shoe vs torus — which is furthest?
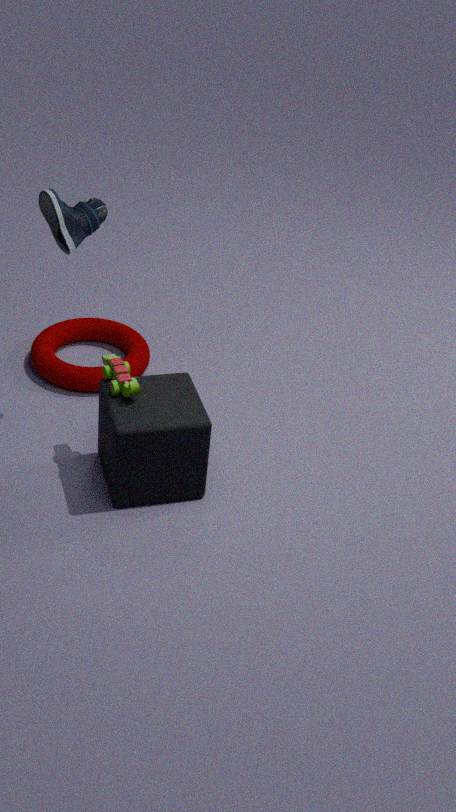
torus
